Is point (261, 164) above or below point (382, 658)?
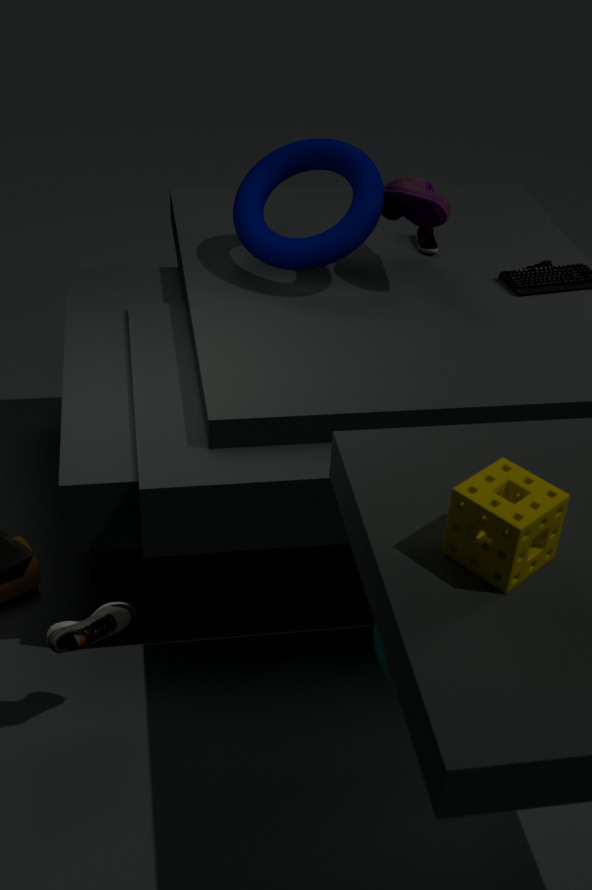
above
